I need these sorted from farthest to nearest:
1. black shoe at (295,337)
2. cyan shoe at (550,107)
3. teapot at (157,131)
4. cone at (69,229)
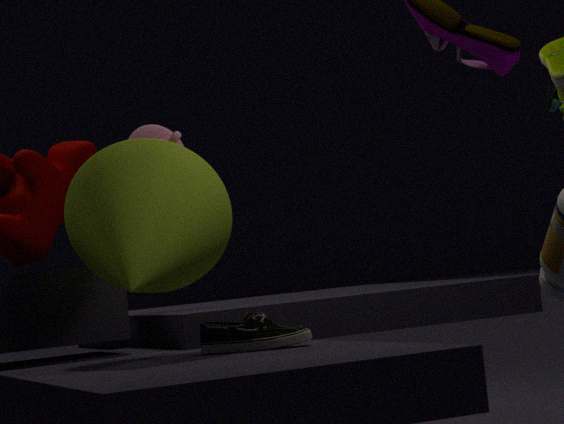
cyan shoe at (550,107)
teapot at (157,131)
black shoe at (295,337)
cone at (69,229)
